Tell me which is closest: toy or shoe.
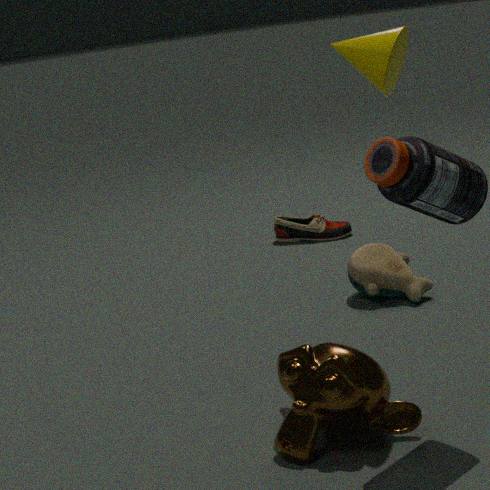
toy
